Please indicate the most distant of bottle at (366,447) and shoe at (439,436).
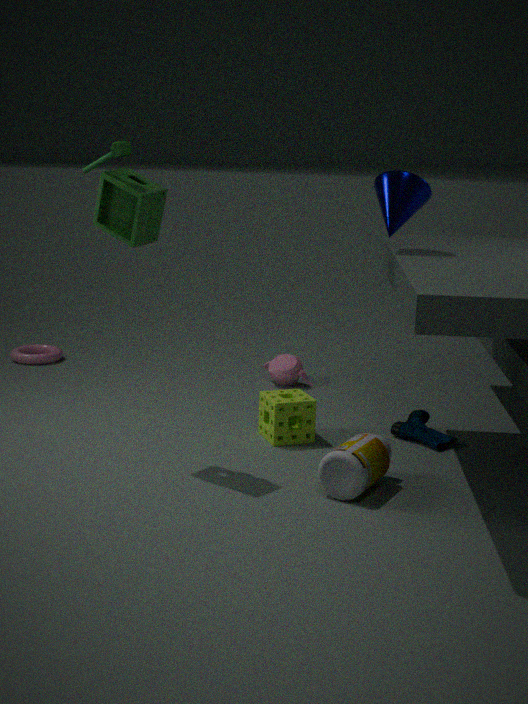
shoe at (439,436)
